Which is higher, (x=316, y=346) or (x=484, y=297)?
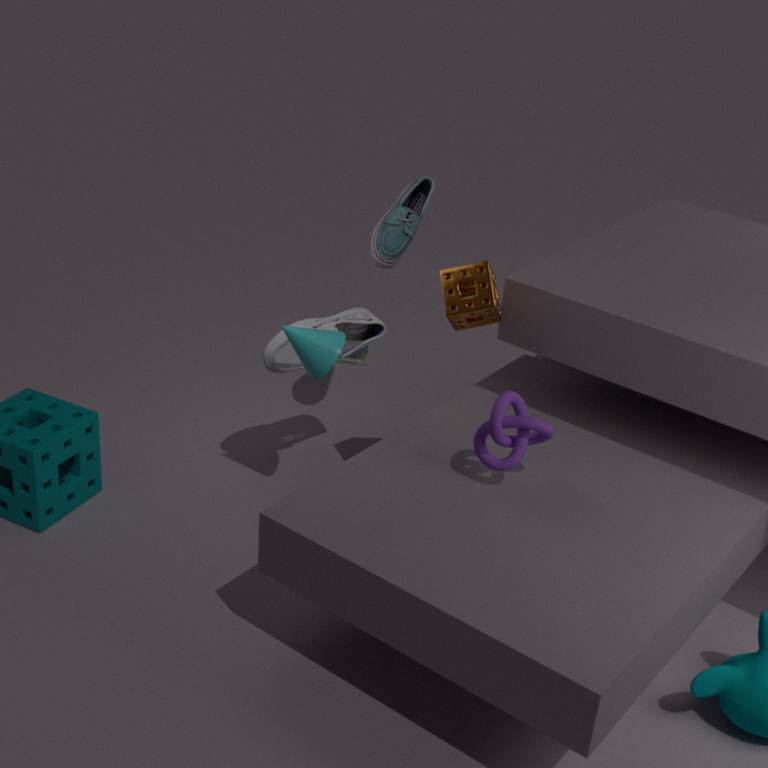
(x=484, y=297)
